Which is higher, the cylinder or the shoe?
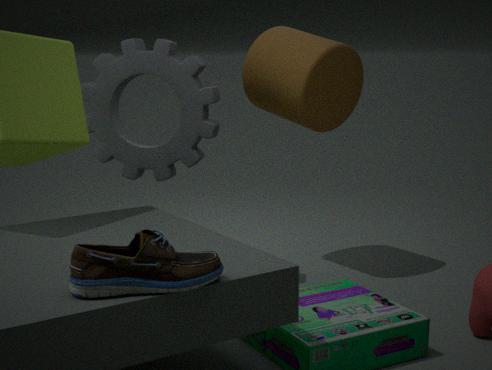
the cylinder
